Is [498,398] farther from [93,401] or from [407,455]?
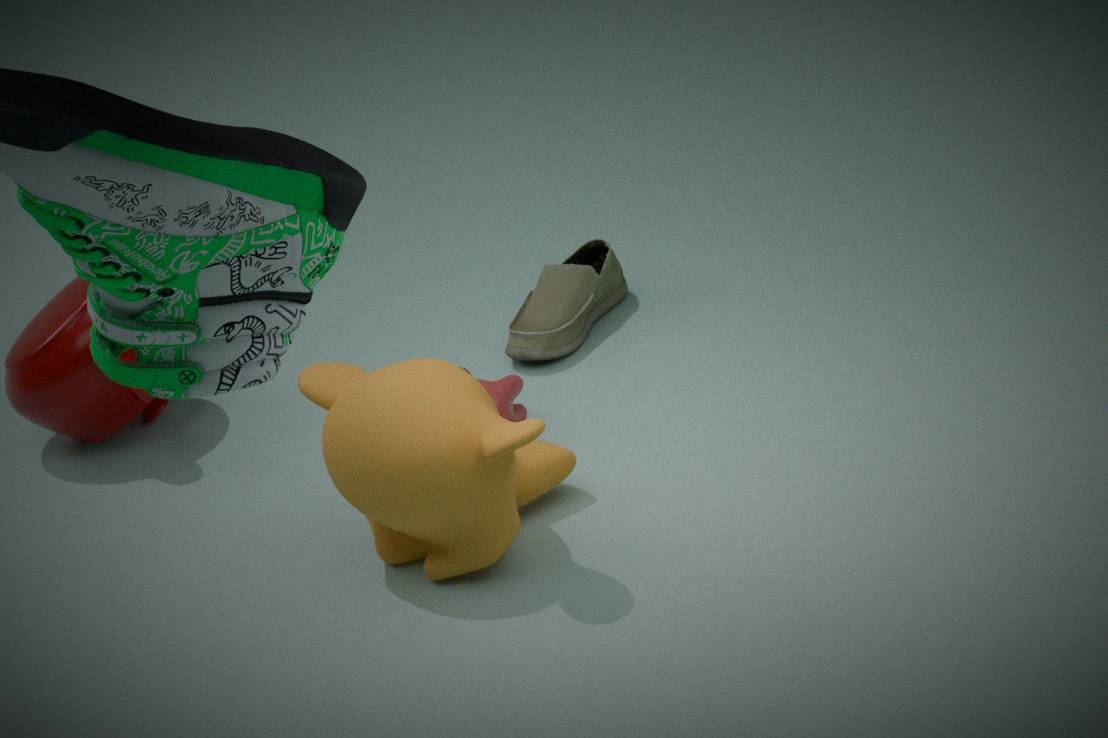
[93,401]
